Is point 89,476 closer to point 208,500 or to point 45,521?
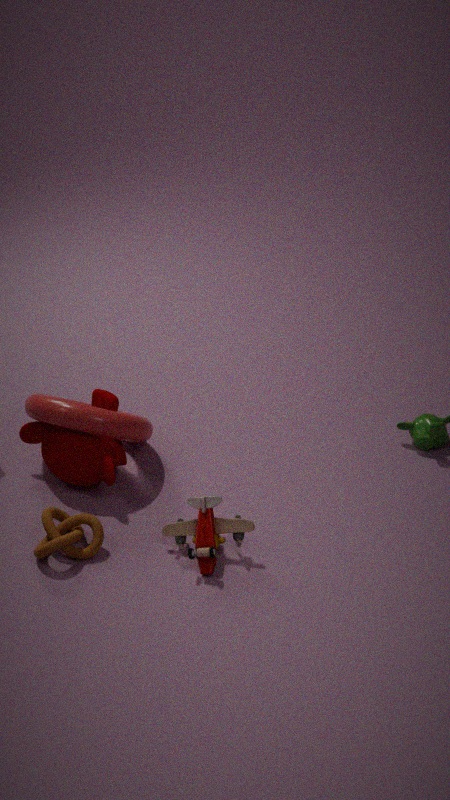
point 45,521
